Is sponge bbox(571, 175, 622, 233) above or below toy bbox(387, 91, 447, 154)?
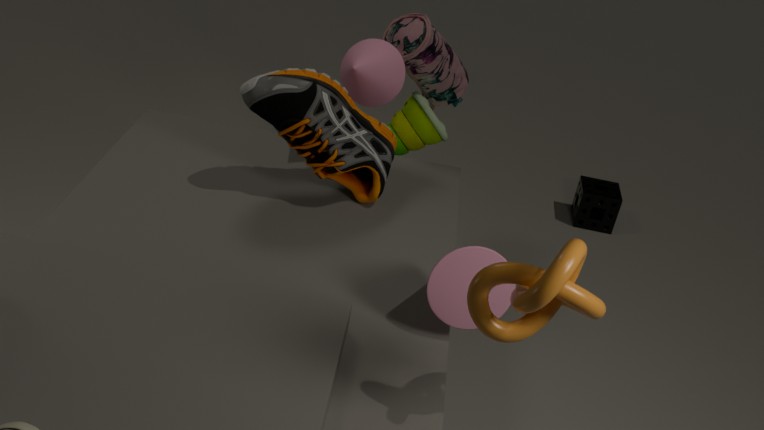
below
